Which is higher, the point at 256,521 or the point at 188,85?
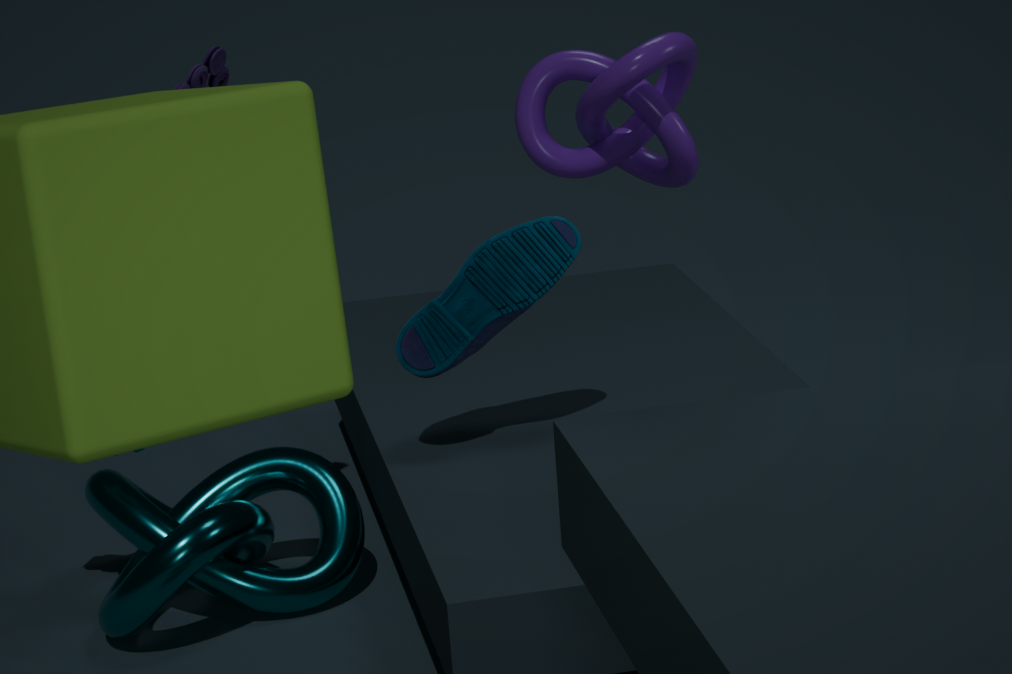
the point at 188,85
